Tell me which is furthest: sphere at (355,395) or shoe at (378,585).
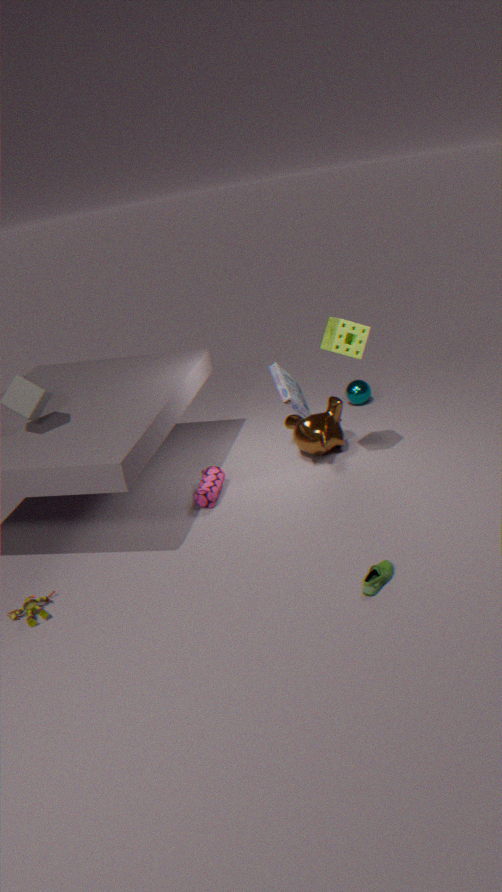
sphere at (355,395)
